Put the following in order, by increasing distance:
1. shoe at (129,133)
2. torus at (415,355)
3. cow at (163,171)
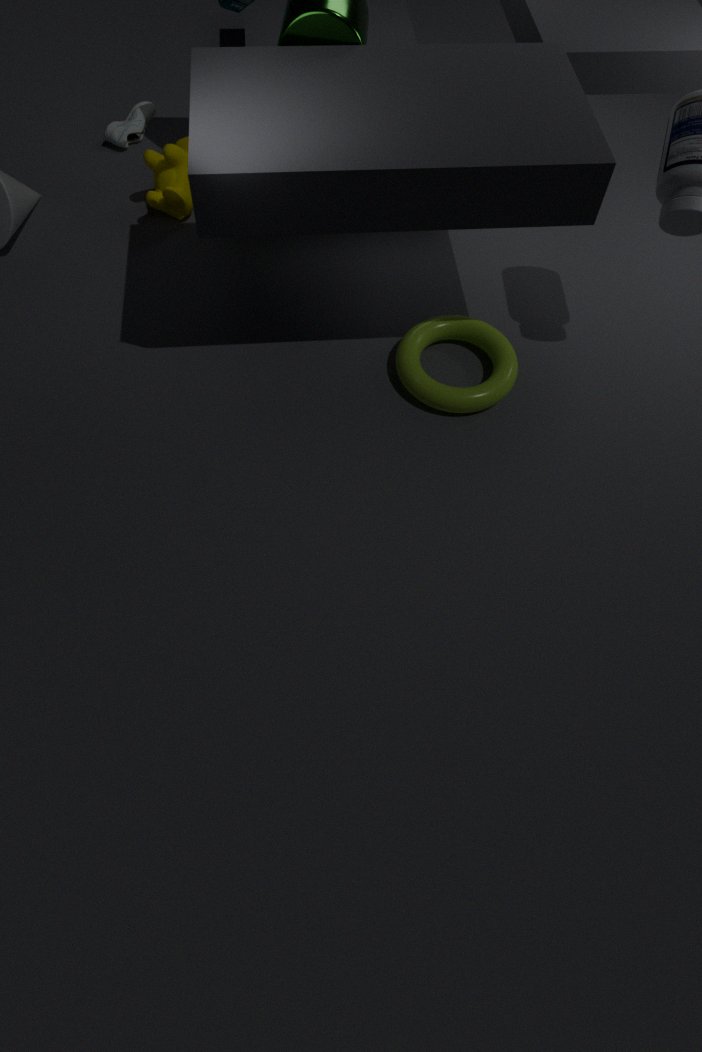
torus at (415,355) → cow at (163,171) → shoe at (129,133)
